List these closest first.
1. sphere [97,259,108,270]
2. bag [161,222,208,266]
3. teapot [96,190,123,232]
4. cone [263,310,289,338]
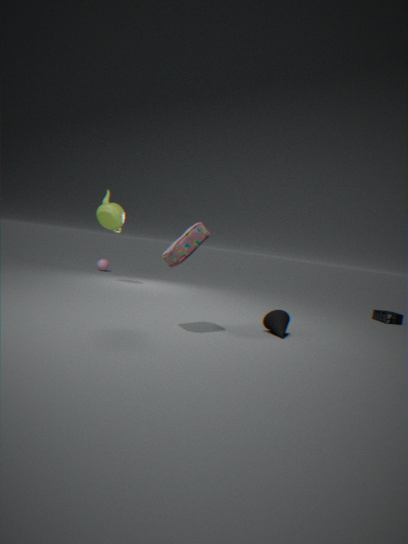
bag [161,222,208,266]
cone [263,310,289,338]
teapot [96,190,123,232]
sphere [97,259,108,270]
